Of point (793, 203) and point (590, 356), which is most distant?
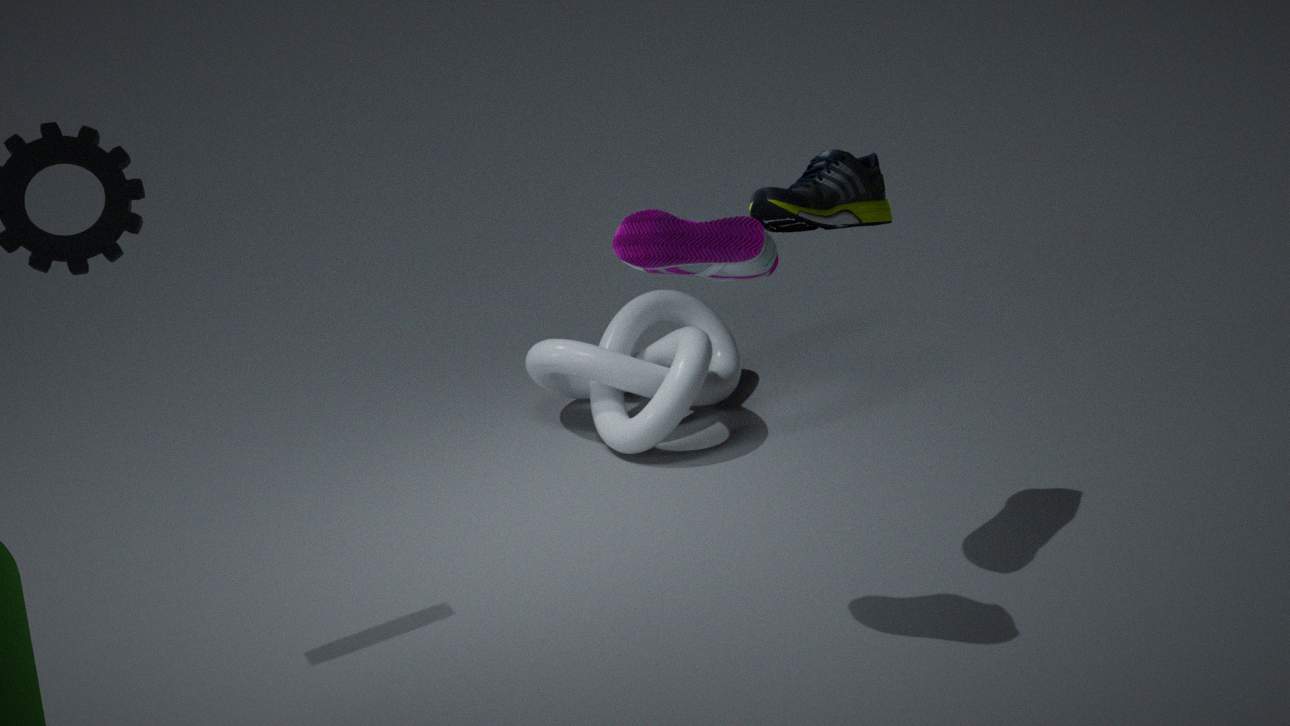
point (590, 356)
